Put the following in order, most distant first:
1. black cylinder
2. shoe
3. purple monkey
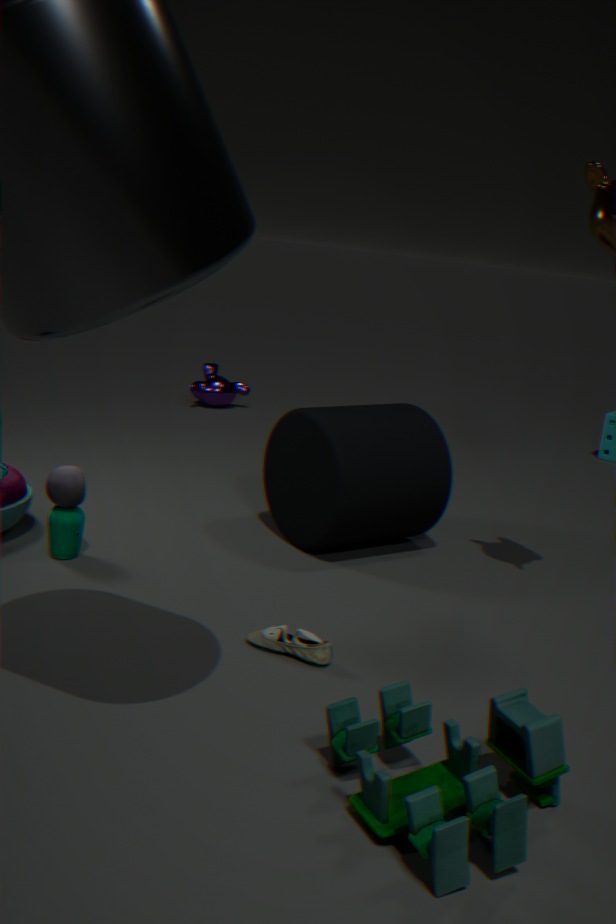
1. purple monkey
2. black cylinder
3. shoe
